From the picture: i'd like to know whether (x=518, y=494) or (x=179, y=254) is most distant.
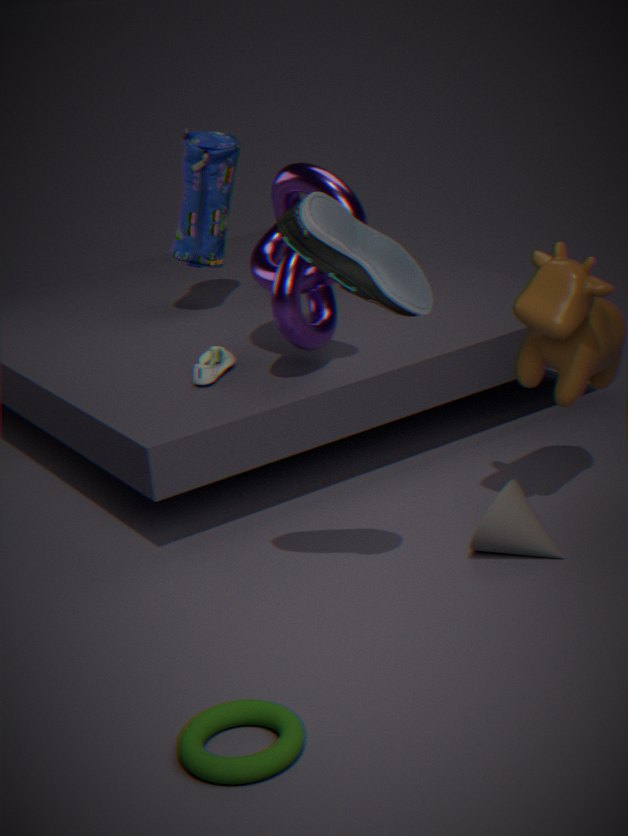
(x=179, y=254)
